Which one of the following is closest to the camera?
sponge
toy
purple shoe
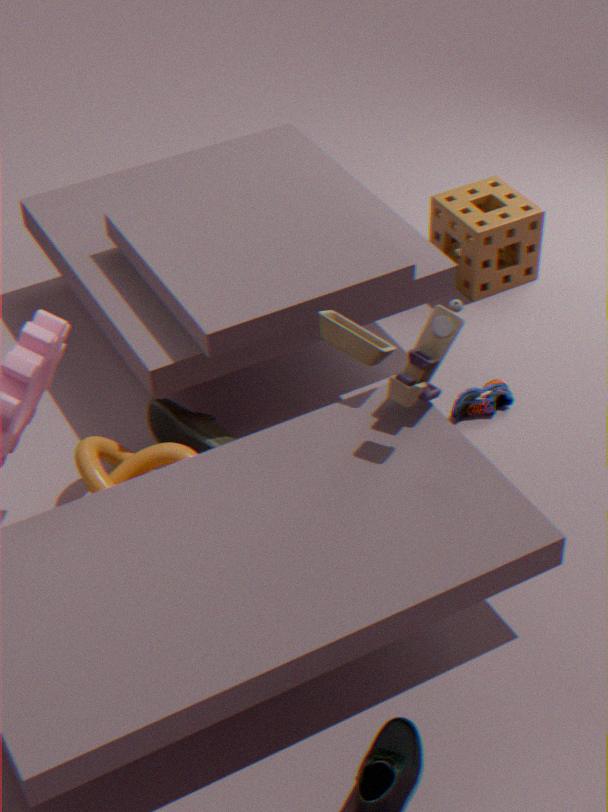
toy
